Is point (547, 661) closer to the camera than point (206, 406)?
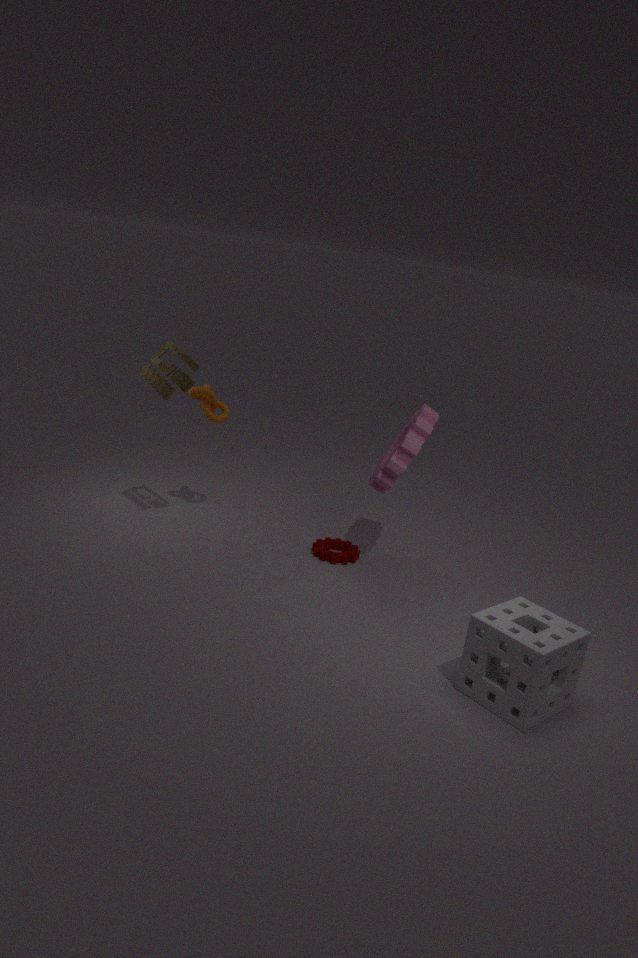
Yes
